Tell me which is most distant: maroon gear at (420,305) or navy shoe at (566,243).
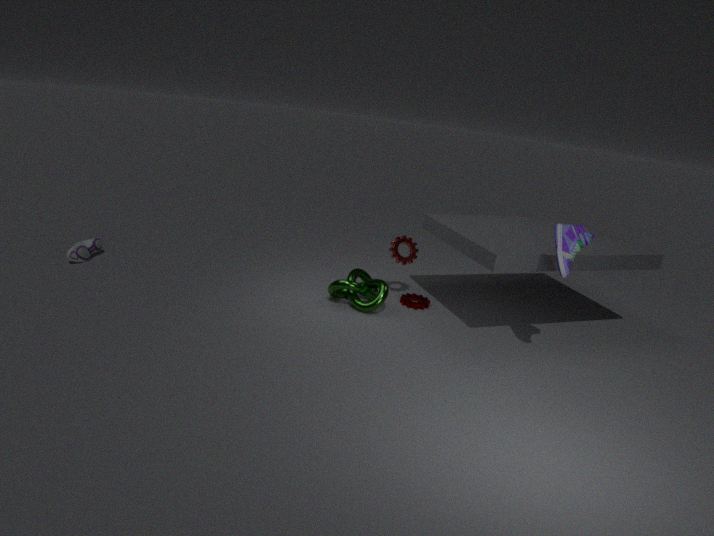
maroon gear at (420,305)
